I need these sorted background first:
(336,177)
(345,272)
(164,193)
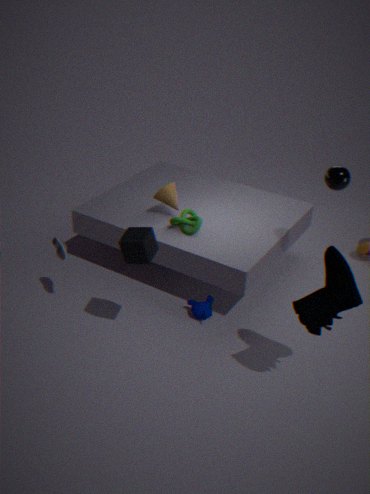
(164,193) → (336,177) → (345,272)
